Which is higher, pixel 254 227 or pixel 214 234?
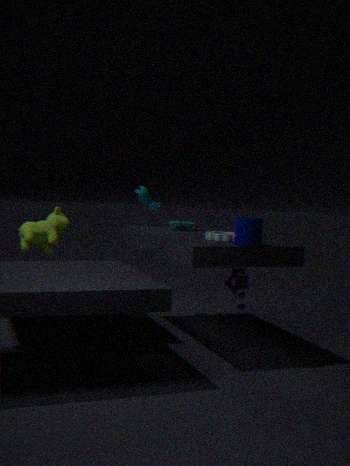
pixel 254 227
